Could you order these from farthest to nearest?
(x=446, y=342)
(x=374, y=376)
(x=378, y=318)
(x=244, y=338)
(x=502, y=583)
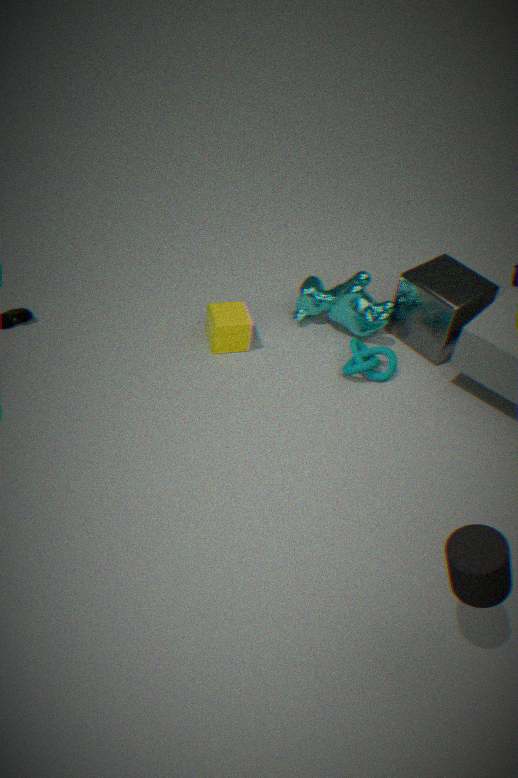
(x=378, y=318) < (x=446, y=342) < (x=244, y=338) < (x=374, y=376) < (x=502, y=583)
